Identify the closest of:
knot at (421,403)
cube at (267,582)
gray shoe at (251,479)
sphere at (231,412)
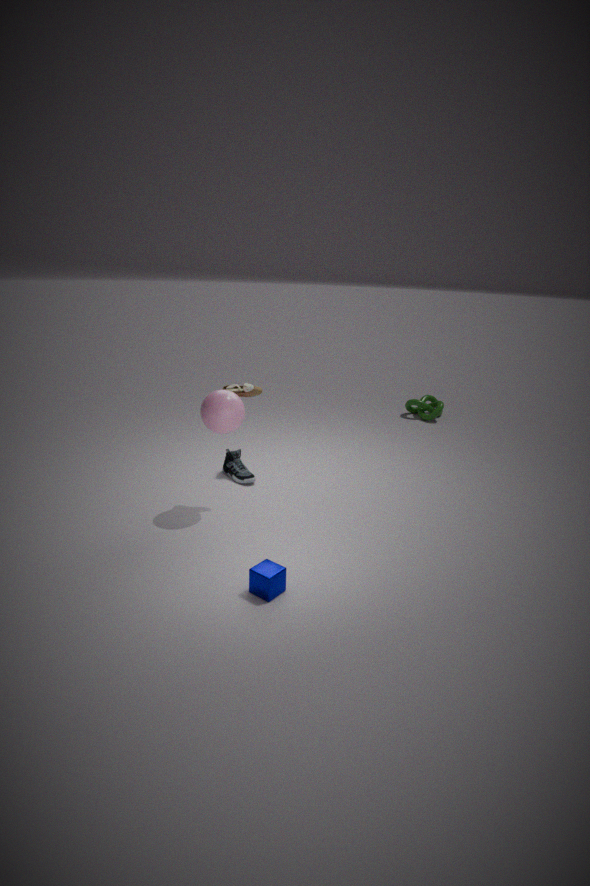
cube at (267,582)
